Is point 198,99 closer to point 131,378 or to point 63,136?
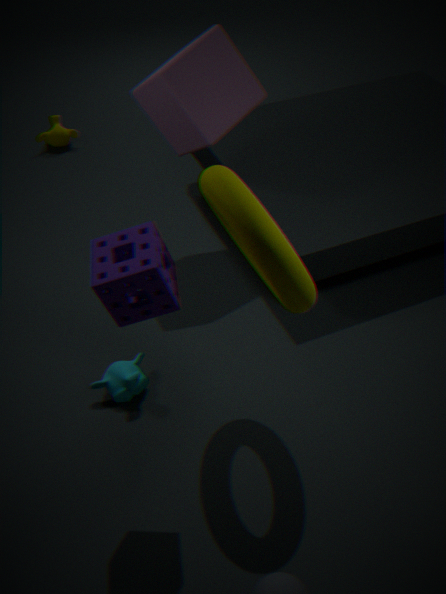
point 131,378
